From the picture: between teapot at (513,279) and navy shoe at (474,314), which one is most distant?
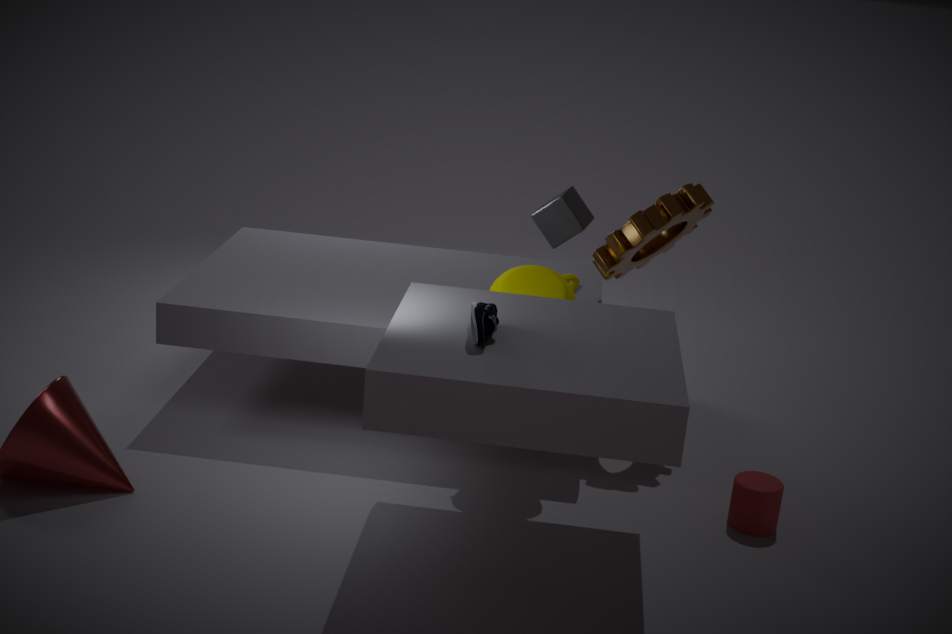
teapot at (513,279)
